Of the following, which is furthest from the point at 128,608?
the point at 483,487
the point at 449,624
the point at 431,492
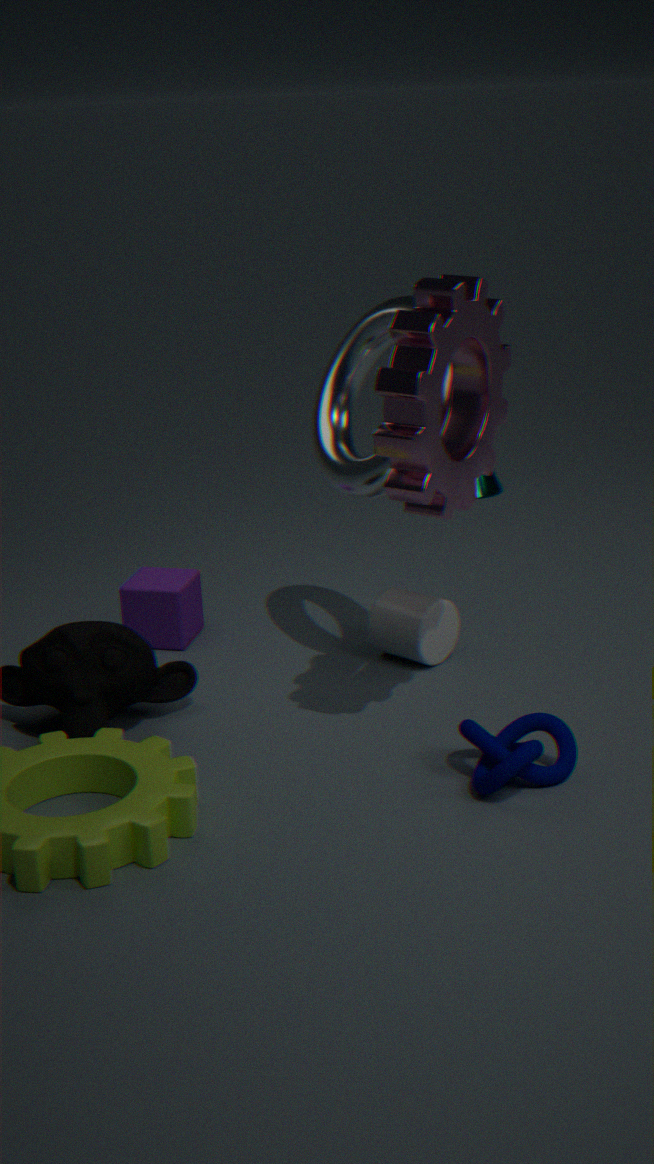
the point at 483,487
